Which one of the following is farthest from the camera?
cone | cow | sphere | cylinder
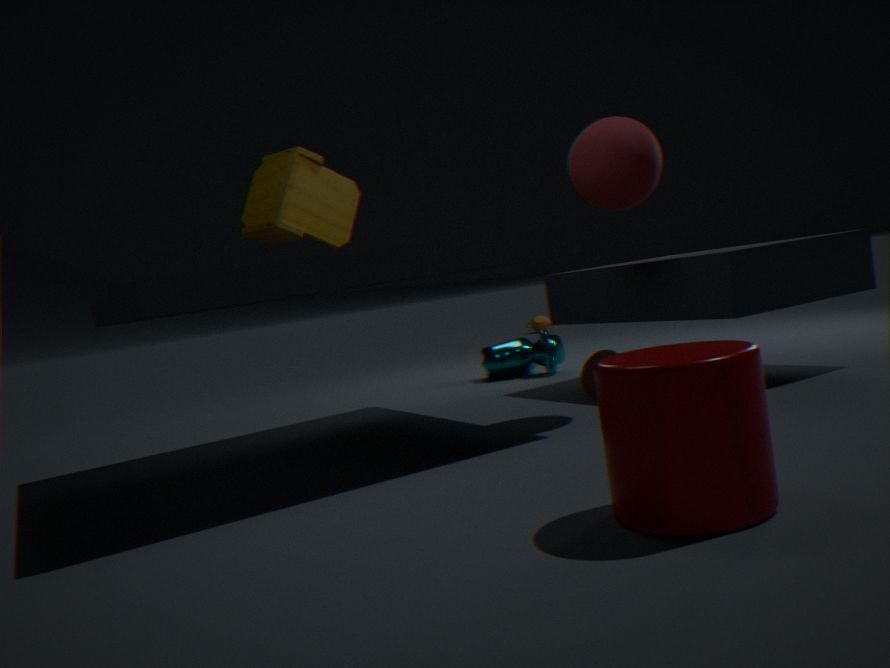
cow
